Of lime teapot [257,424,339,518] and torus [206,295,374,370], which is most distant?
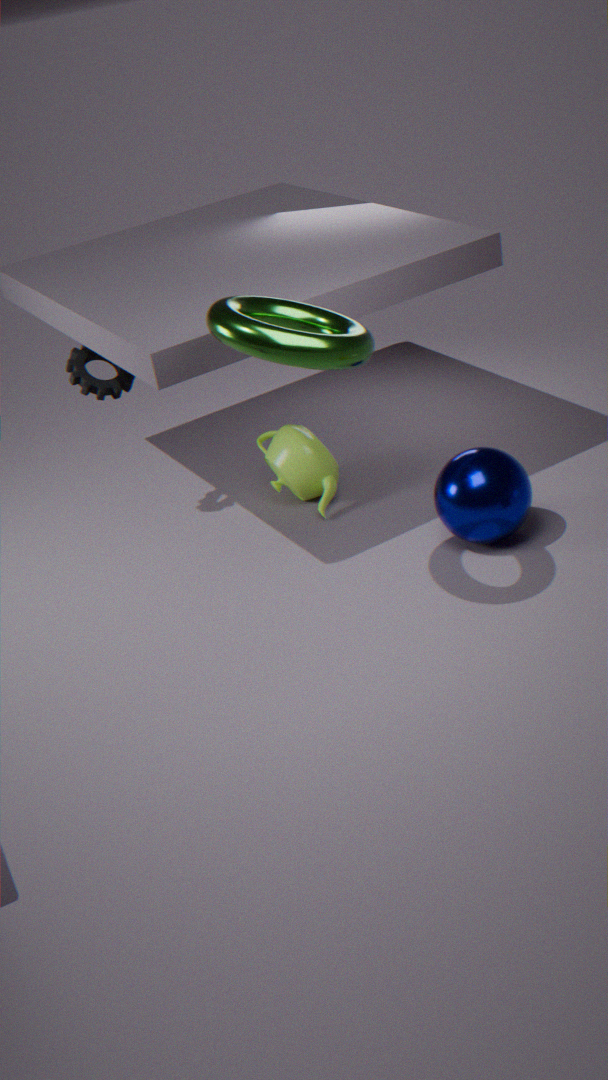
lime teapot [257,424,339,518]
